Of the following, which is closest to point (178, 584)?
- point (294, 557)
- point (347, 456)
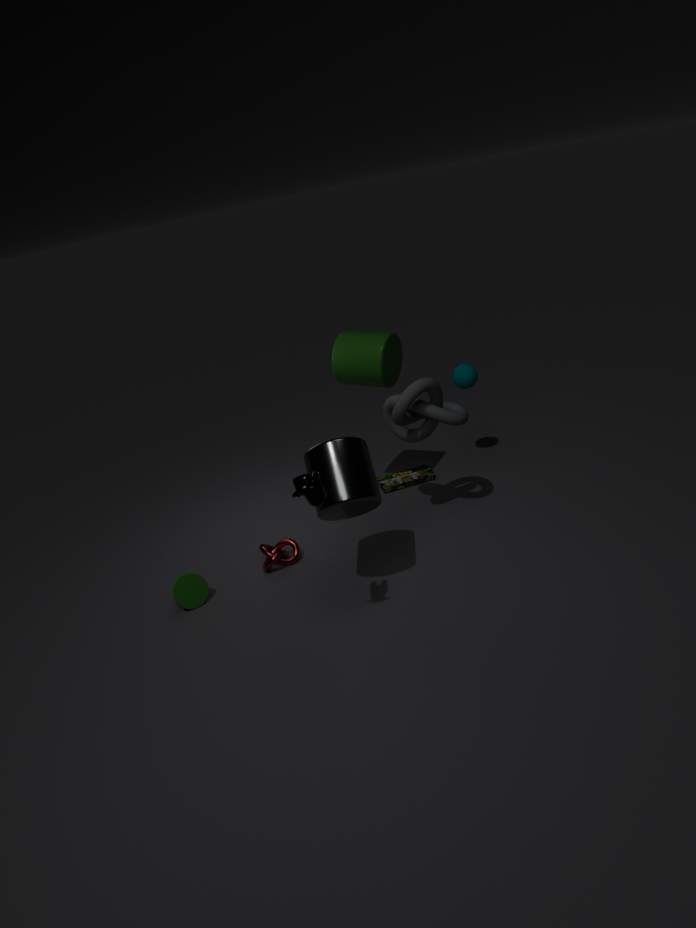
point (294, 557)
